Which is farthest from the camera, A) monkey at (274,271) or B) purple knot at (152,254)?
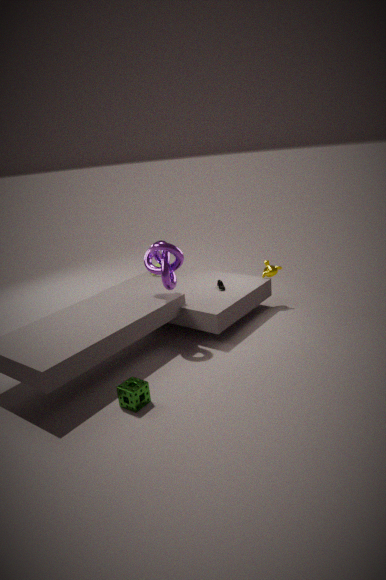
A. monkey at (274,271)
